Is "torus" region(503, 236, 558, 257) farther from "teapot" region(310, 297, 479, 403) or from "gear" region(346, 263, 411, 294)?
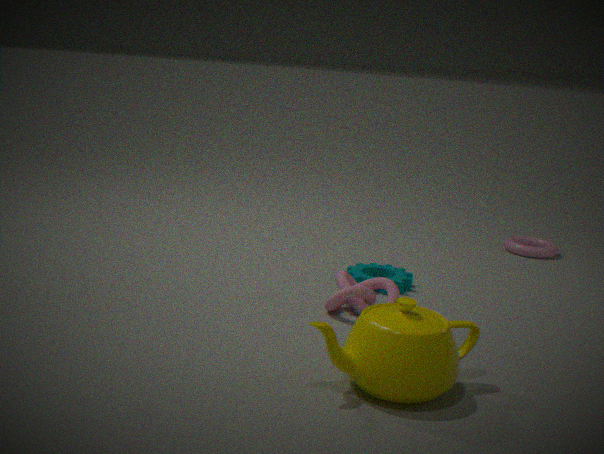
"teapot" region(310, 297, 479, 403)
